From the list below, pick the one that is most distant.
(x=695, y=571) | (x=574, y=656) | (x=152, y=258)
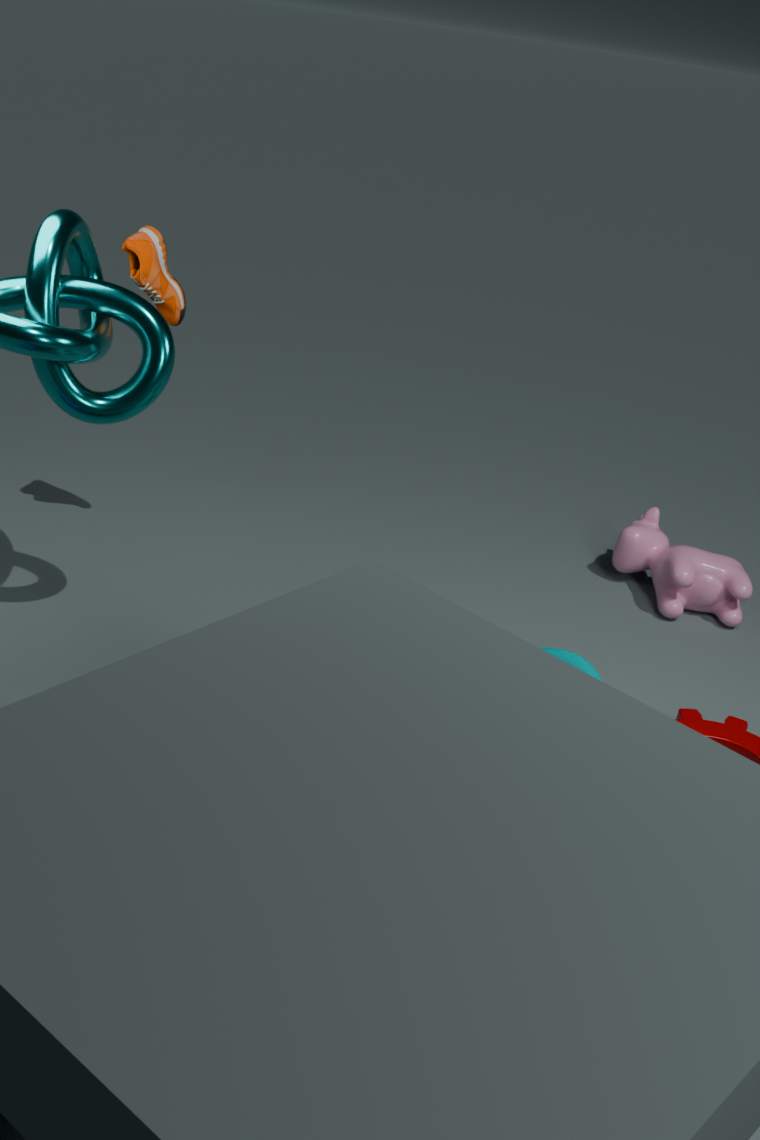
(x=695, y=571)
